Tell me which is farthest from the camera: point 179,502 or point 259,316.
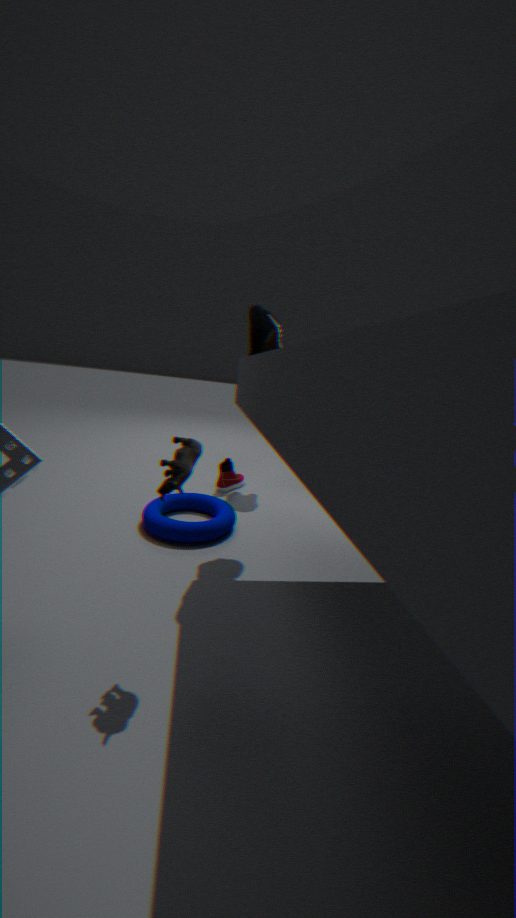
point 179,502
